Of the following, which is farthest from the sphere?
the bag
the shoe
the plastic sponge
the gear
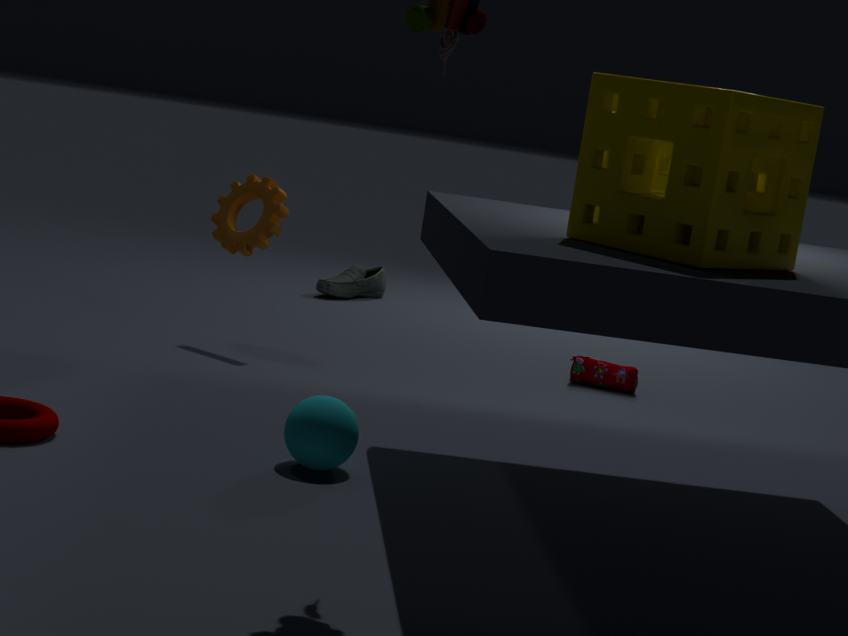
the shoe
